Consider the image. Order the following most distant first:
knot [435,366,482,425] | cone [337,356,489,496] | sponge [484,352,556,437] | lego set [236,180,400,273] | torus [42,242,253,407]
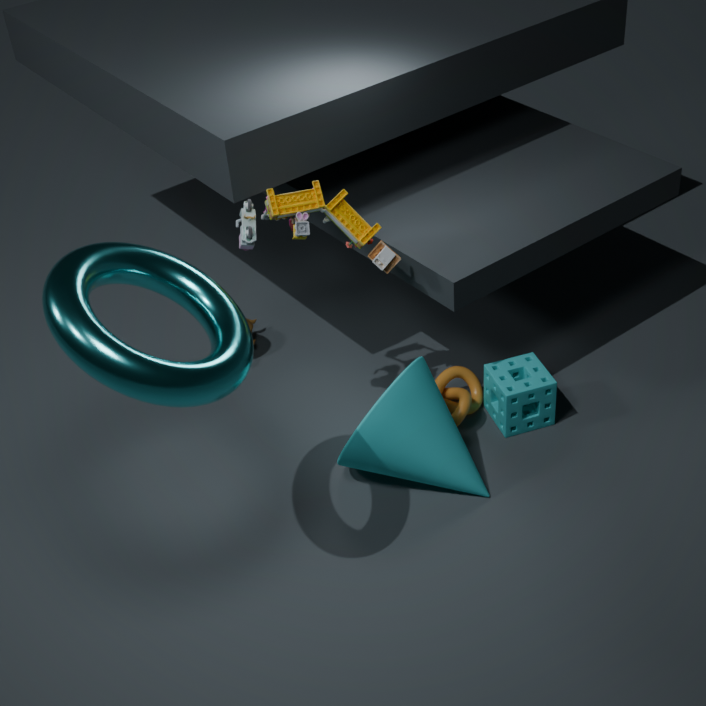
1. knot [435,366,482,425]
2. sponge [484,352,556,437]
3. cone [337,356,489,496]
4. lego set [236,180,400,273]
5. torus [42,242,253,407]
